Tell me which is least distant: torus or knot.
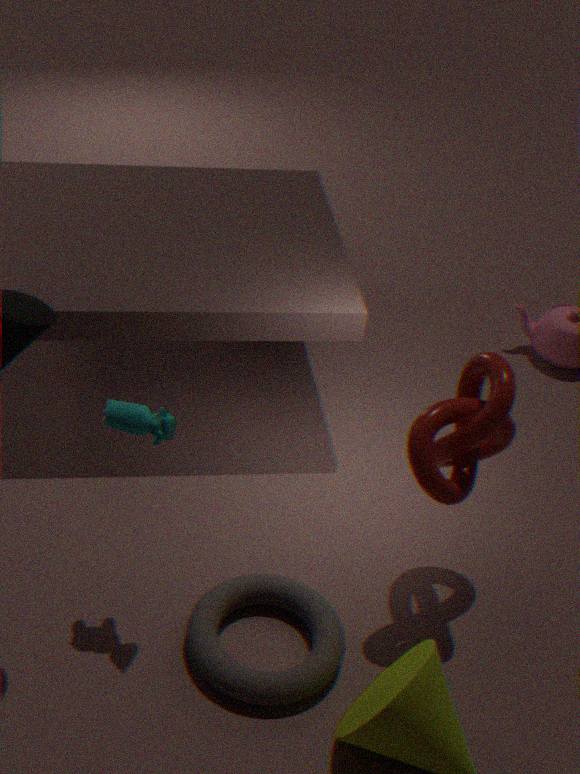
torus
